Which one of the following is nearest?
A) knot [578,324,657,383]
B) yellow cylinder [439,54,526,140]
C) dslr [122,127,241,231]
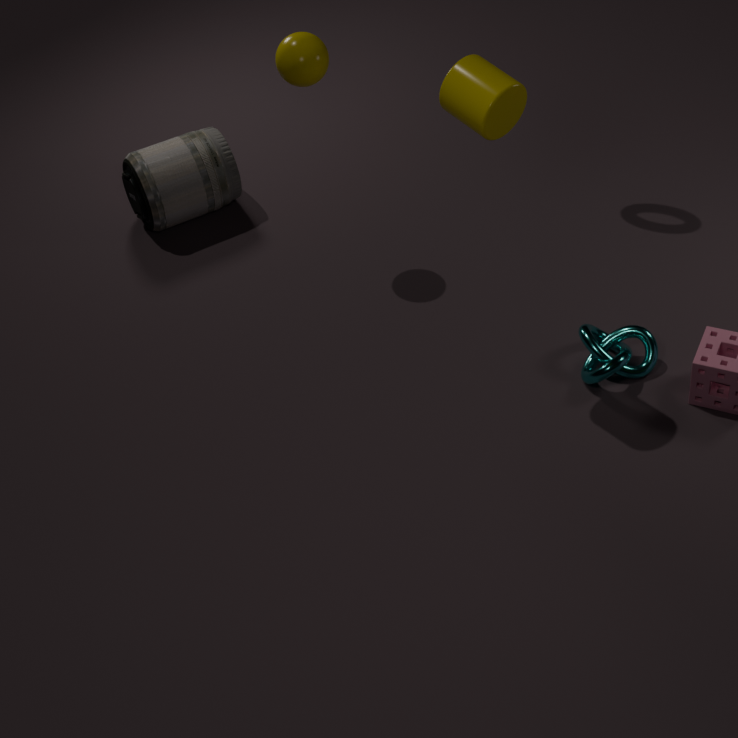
yellow cylinder [439,54,526,140]
